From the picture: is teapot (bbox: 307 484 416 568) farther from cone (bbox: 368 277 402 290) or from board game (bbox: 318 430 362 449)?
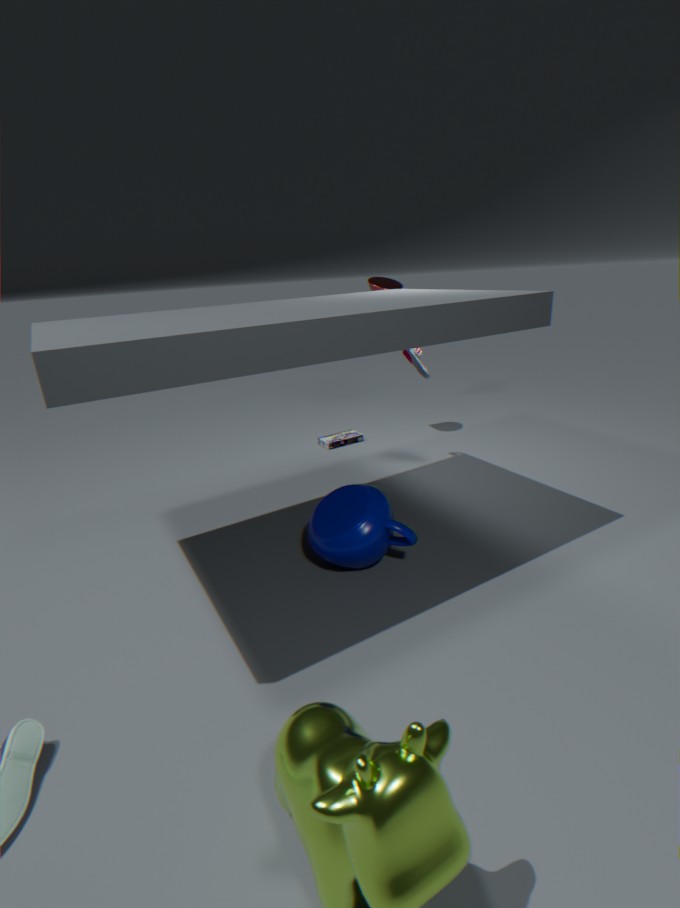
cone (bbox: 368 277 402 290)
